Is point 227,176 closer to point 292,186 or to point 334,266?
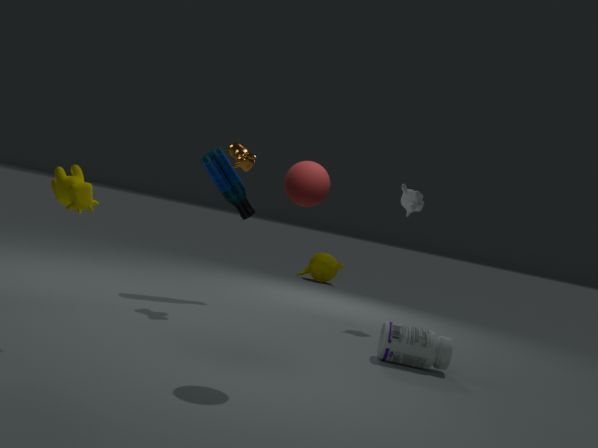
point 292,186
